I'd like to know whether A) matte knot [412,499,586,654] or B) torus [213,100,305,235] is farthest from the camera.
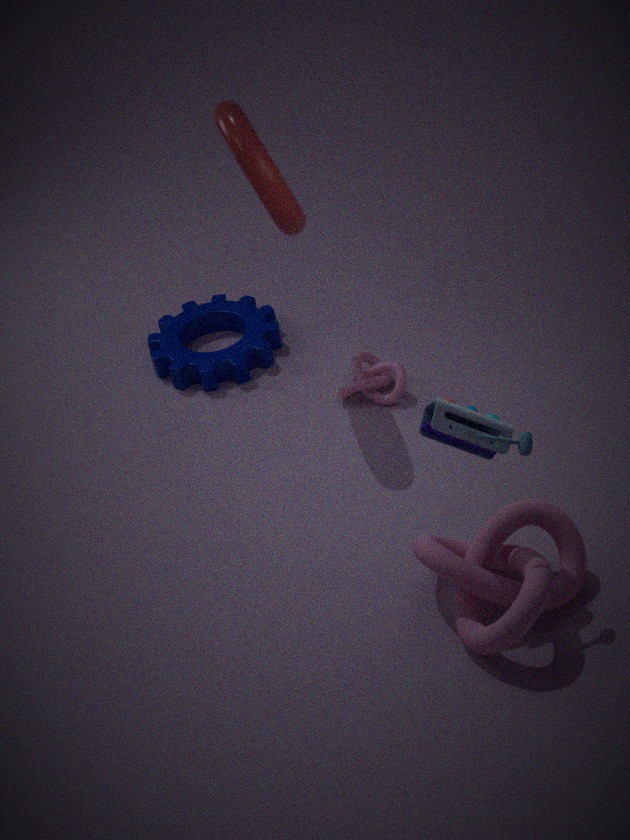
B. torus [213,100,305,235]
